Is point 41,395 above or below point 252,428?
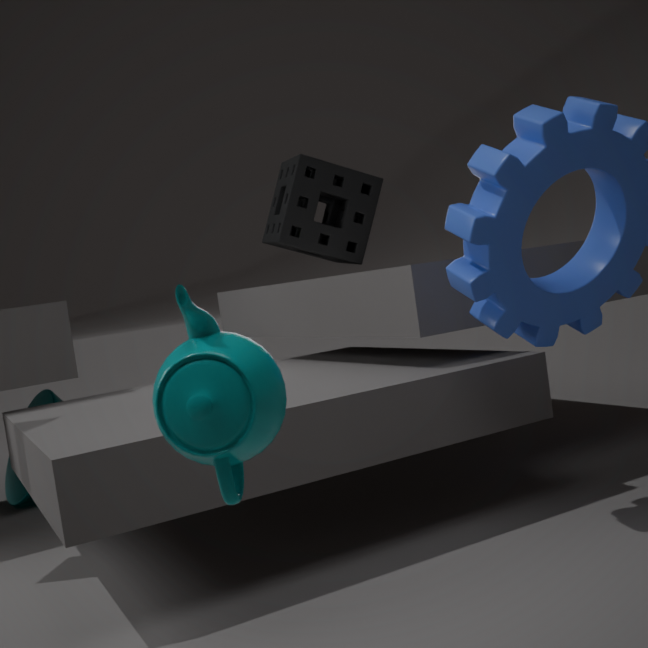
below
